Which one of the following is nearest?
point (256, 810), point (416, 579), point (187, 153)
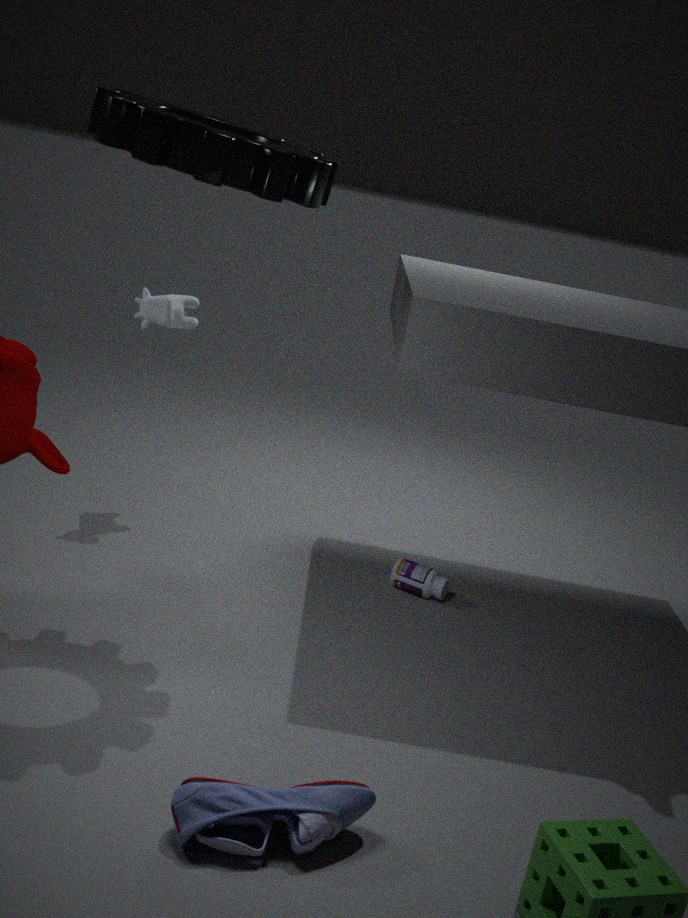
point (256, 810)
